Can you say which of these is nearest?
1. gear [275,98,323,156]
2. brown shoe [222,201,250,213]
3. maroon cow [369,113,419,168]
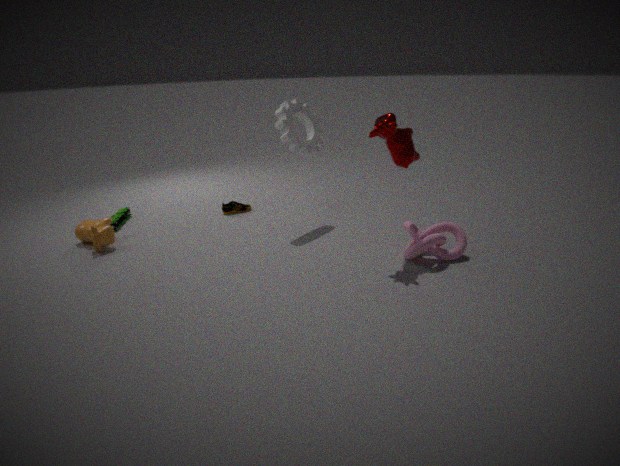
maroon cow [369,113,419,168]
